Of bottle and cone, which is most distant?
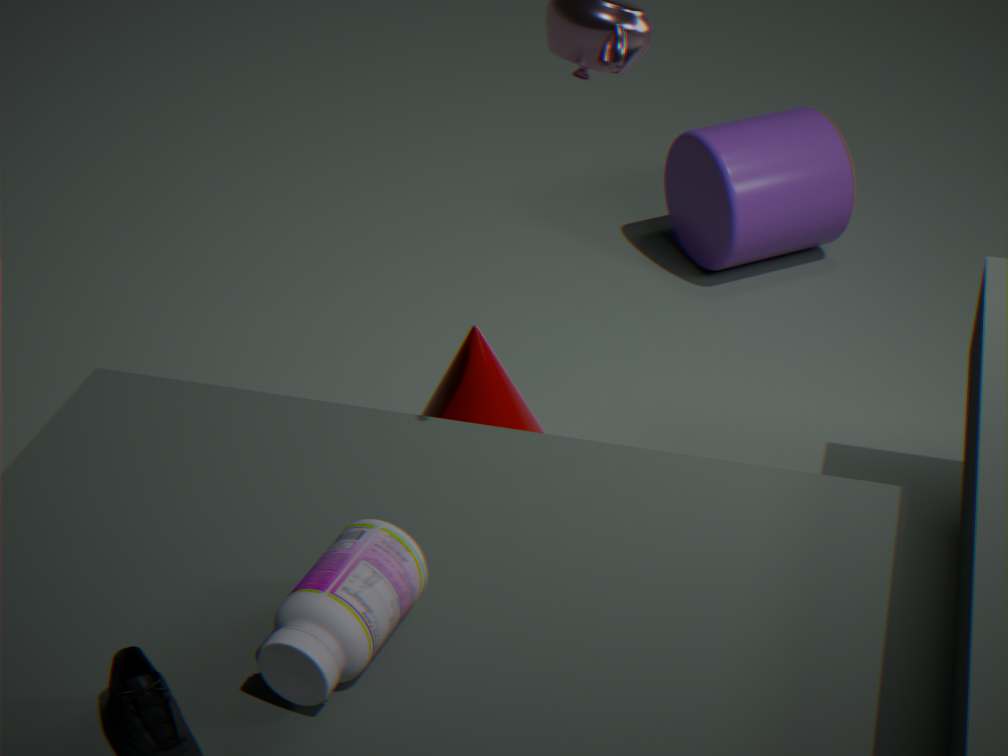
cone
